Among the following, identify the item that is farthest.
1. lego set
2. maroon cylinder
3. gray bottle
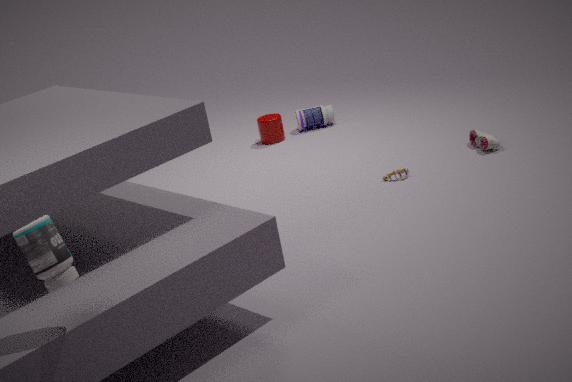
maroon cylinder
